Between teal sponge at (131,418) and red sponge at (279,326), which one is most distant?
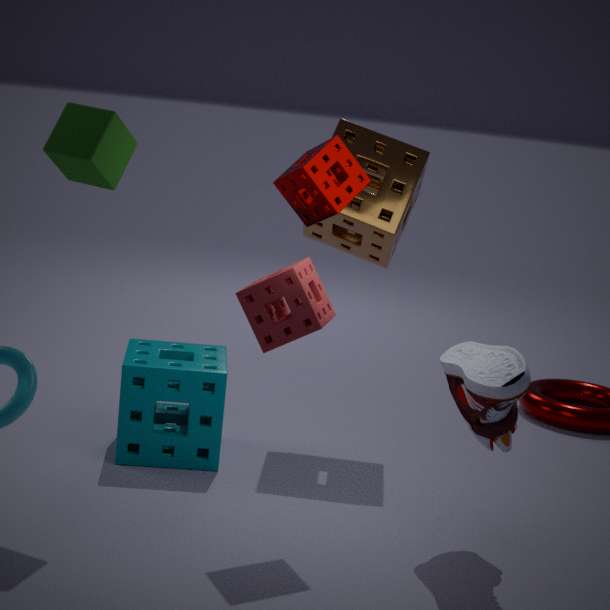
teal sponge at (131,418)
